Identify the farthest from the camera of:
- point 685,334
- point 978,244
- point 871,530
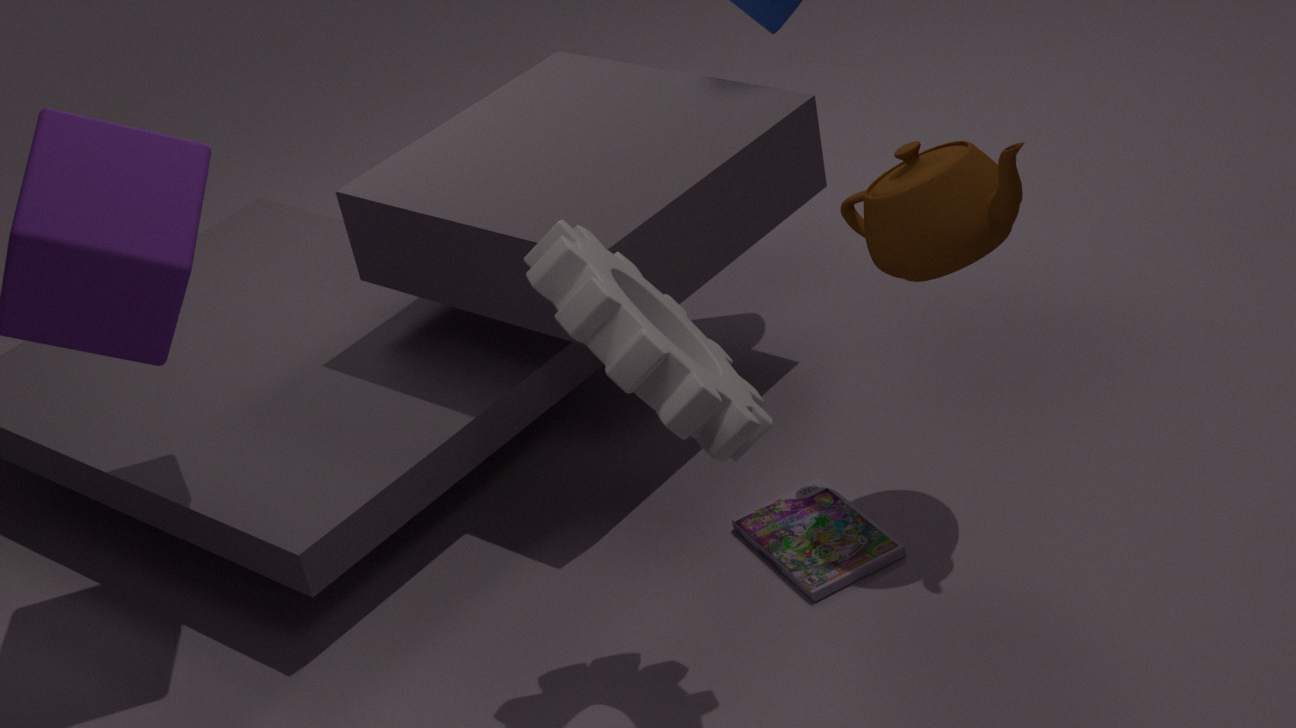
point 871,530
